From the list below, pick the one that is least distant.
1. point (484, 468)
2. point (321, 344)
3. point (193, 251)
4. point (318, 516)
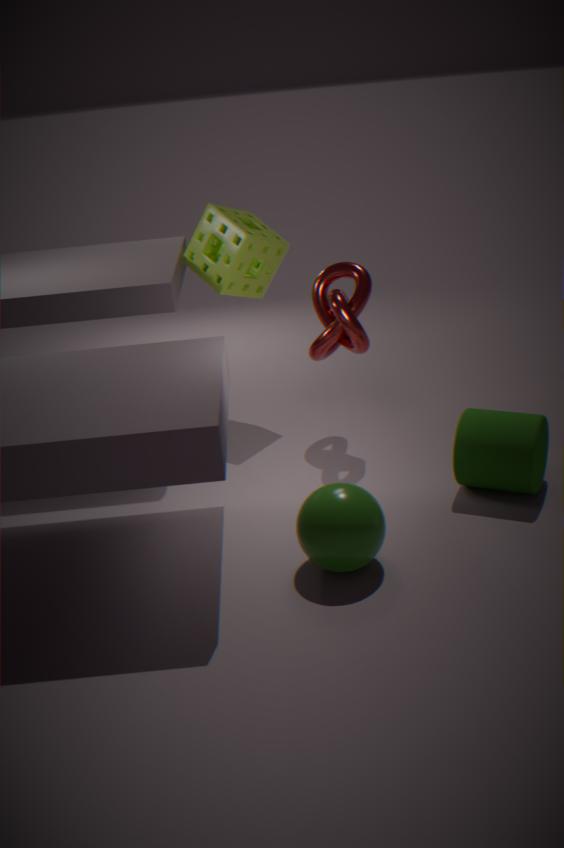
point (318, 516)
